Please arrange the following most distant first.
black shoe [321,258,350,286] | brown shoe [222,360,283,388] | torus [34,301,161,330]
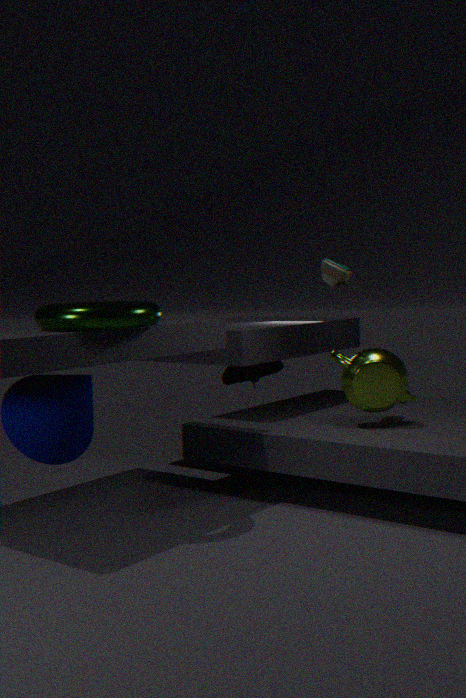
brown shoe [222,360,283,388] < black shoe [321,258,350,286] < torus [34,301,161,330]
